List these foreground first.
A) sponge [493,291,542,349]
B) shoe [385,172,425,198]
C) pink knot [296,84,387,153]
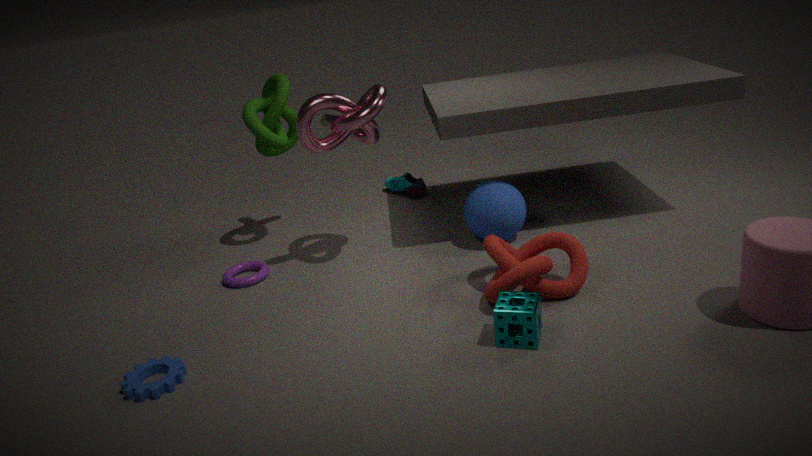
sponge [493,291,542,349], pink knot [296,84,387,153], shoe [385,172,425,198]
